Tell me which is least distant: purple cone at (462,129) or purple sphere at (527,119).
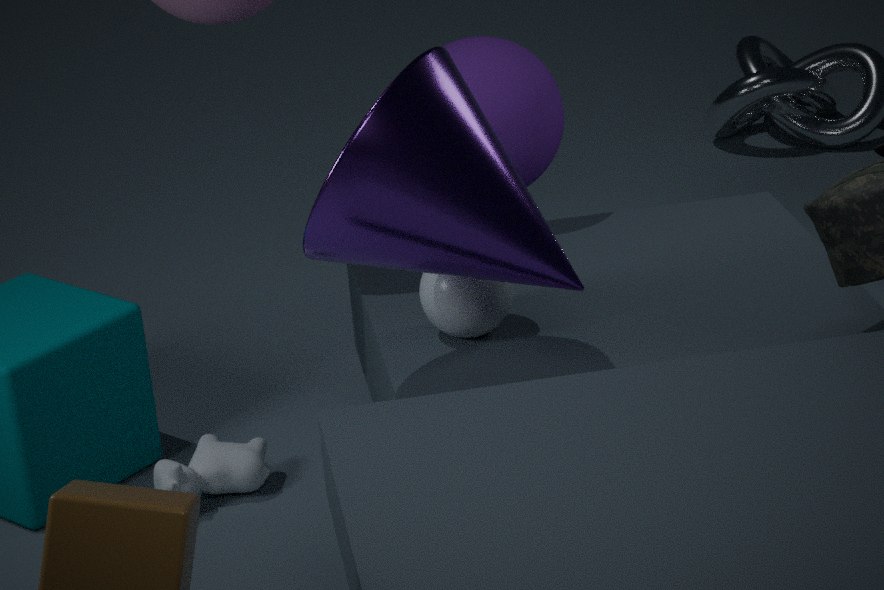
purple cone at (462,129)
